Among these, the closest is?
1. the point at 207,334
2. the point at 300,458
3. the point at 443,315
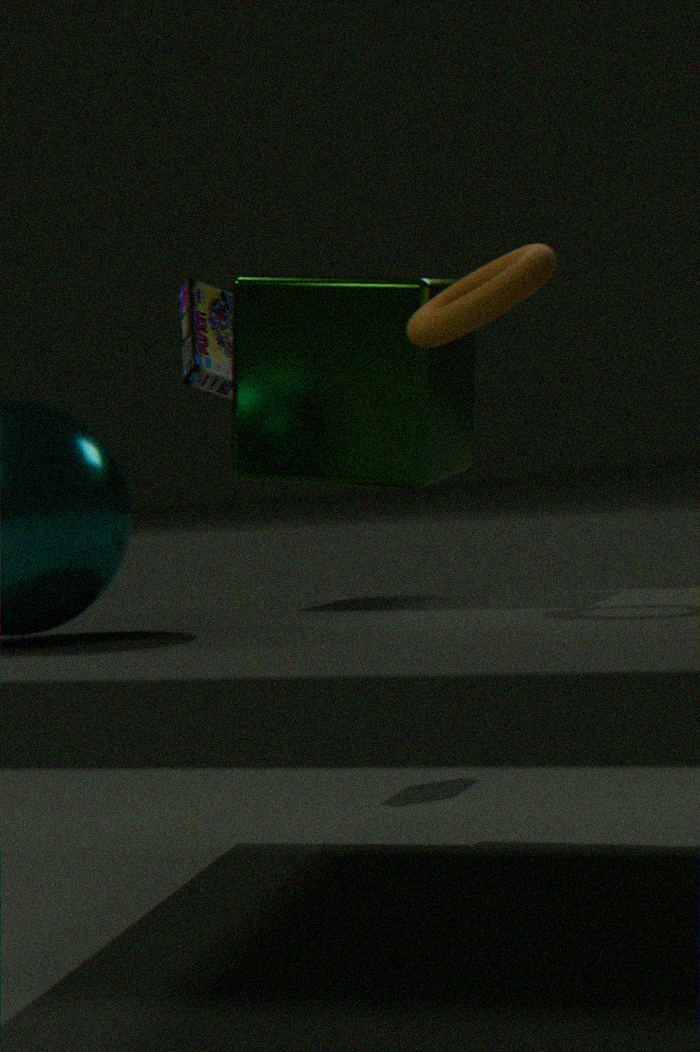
the point at 443,315
